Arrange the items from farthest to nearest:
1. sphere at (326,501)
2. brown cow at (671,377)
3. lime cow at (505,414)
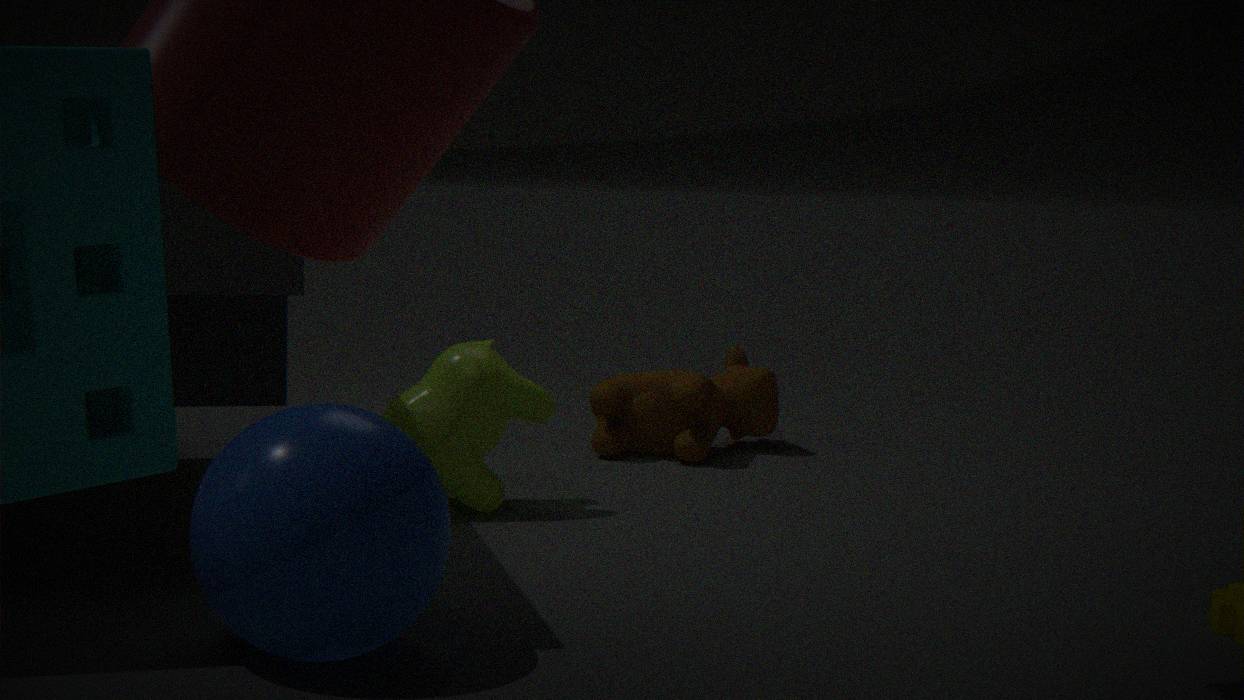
brown cow at (671,377), lime cow at (505,414), sphere at (326,501)
